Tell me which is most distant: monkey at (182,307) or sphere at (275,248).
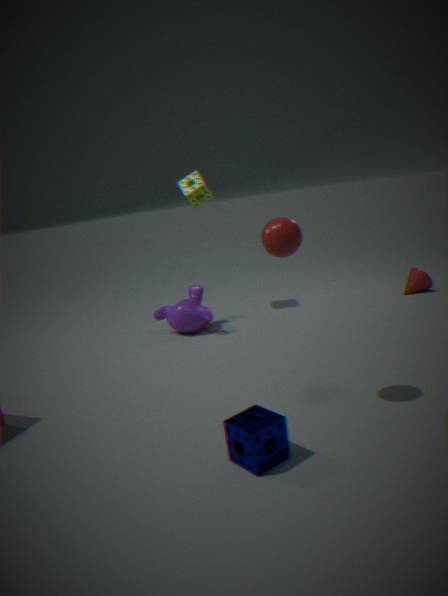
monkey at (182,307)
